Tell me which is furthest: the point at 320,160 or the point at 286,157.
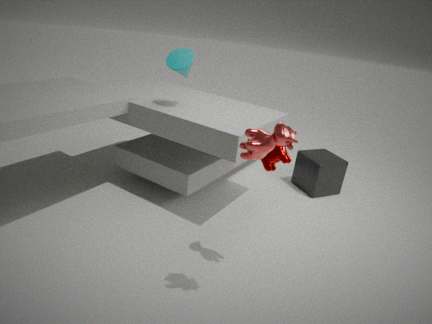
the point at 320,160
